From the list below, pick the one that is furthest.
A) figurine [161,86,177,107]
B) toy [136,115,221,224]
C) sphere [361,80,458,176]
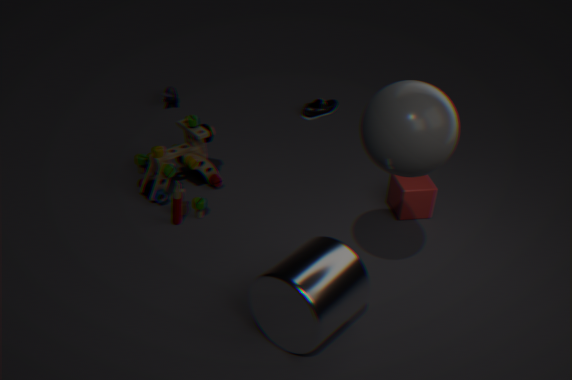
figurine [161,86,177,107]
